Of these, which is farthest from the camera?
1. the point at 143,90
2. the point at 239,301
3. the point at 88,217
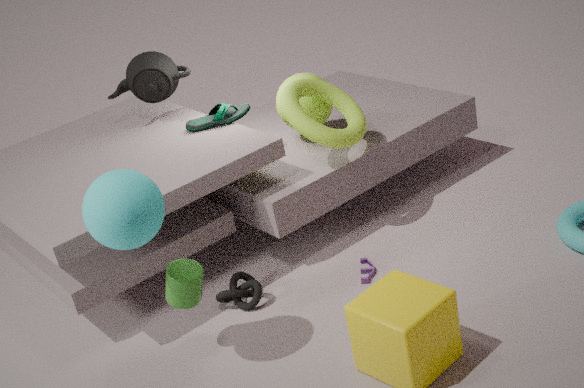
the point at 143,90
